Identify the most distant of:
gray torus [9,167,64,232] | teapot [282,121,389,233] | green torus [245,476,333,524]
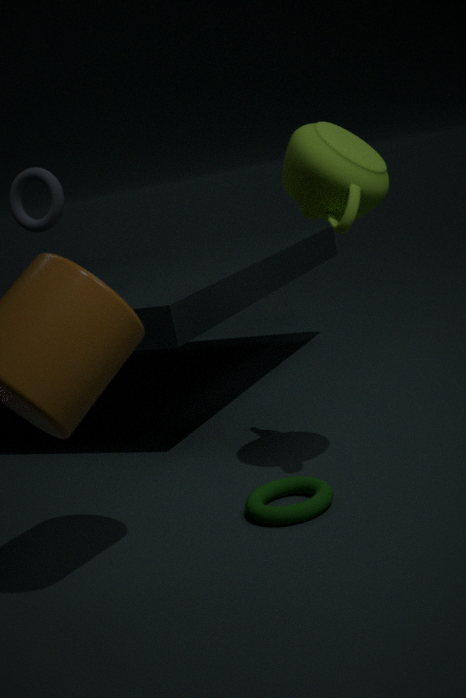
gray torus [9,167,64,232]
